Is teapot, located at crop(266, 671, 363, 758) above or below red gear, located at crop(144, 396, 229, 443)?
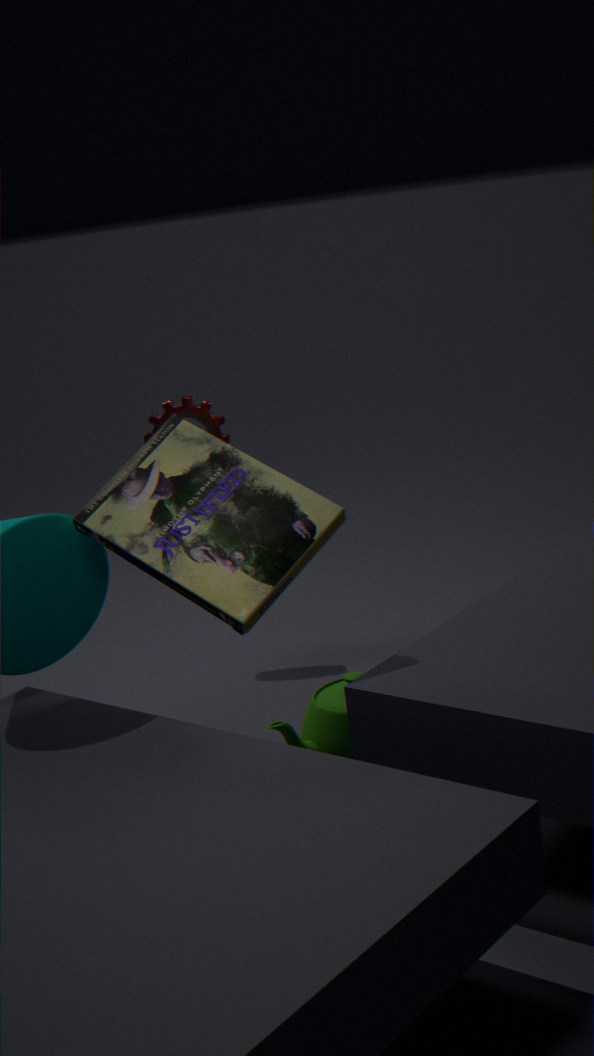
below
